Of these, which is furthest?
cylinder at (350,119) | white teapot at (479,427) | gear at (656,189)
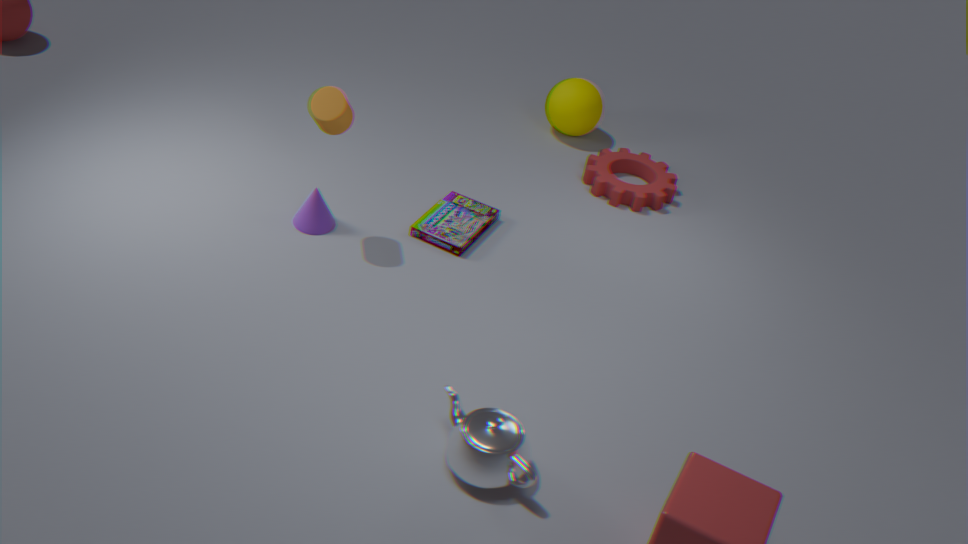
gear at (656,189)
